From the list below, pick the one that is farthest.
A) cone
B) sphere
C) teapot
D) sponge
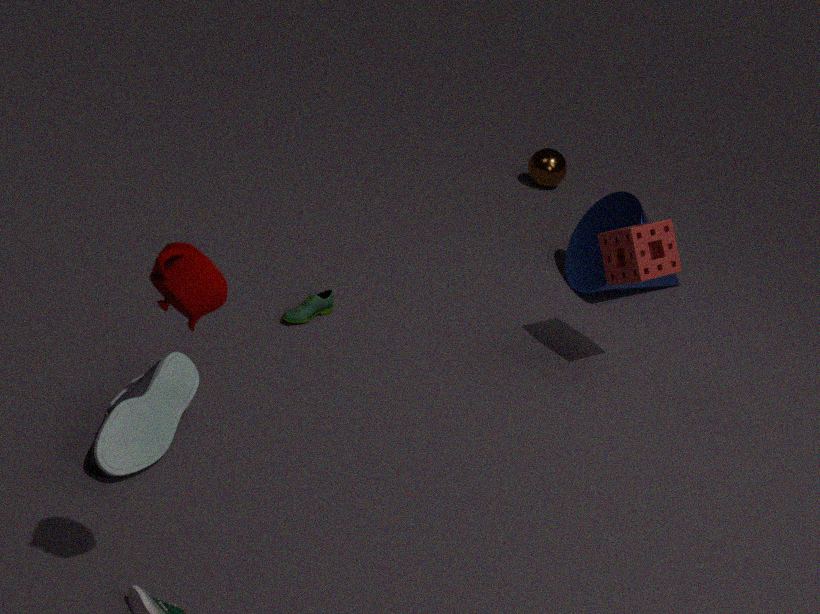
sphere
